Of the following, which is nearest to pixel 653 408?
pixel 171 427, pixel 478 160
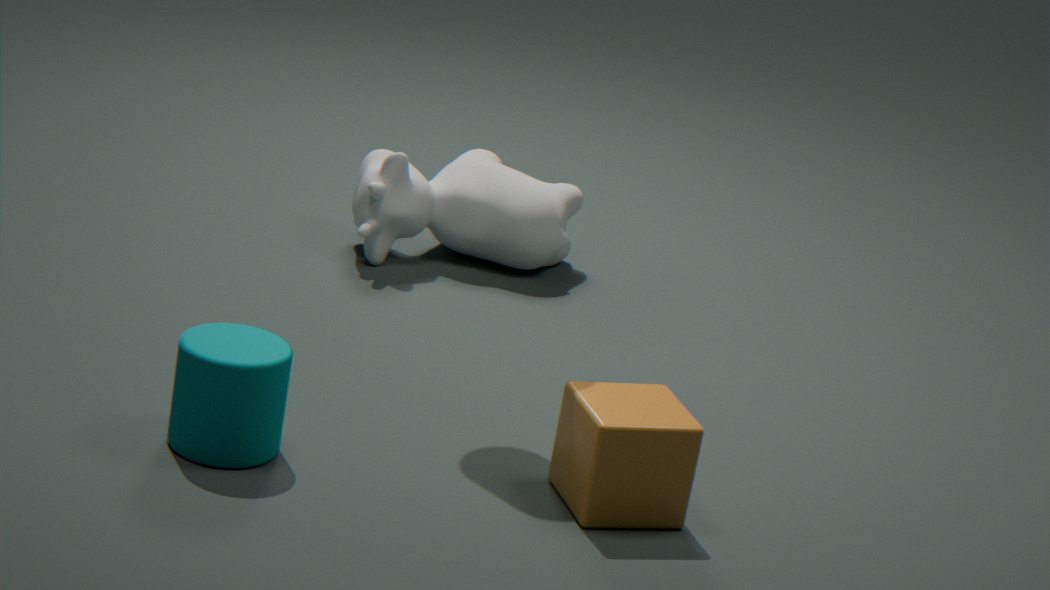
pixel 171 427
